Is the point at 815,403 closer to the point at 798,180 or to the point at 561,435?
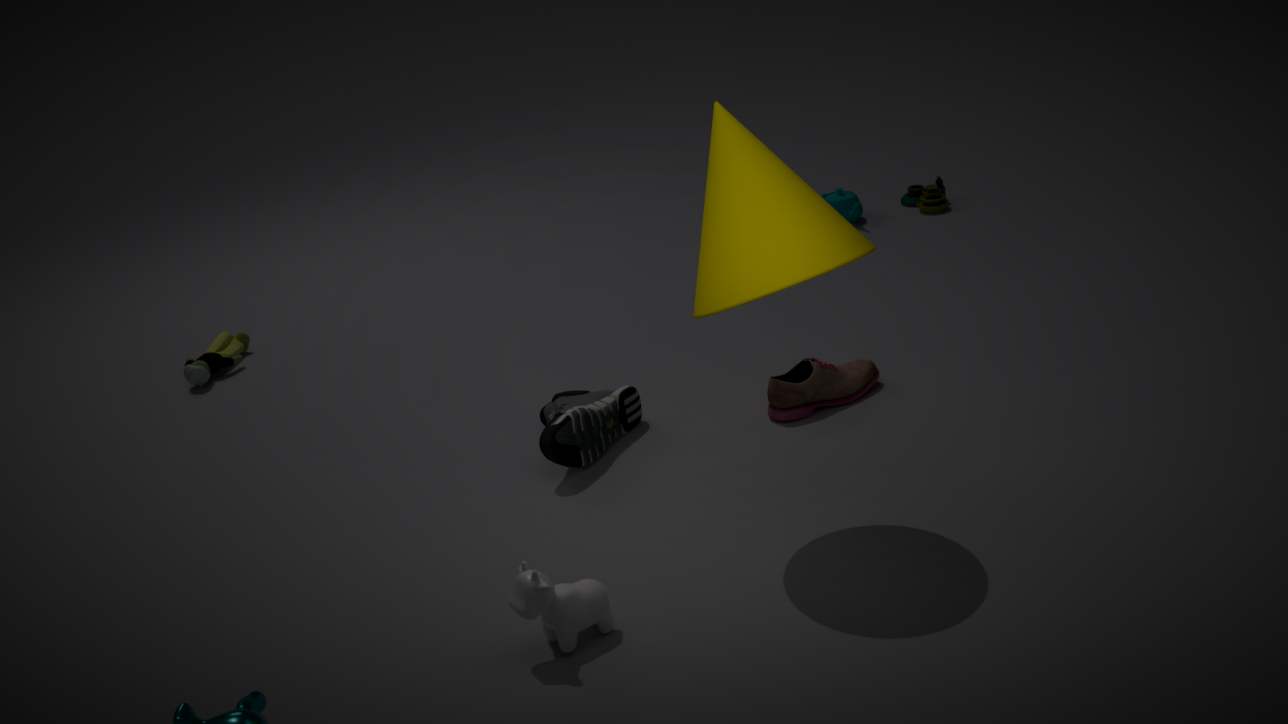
the point at 561,435
